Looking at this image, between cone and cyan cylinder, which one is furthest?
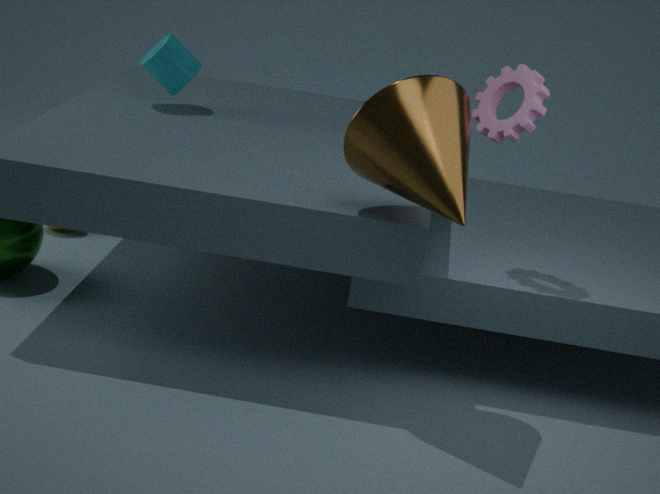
cyan cylinder
